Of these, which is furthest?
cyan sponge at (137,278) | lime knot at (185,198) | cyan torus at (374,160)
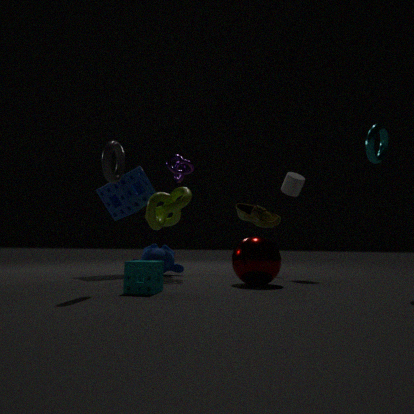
lime knot at (185,198)
